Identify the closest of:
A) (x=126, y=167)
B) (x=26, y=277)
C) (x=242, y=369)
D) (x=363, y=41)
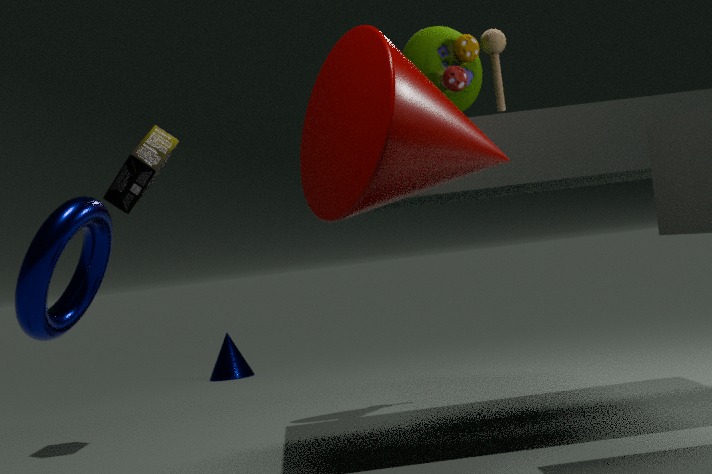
(x=26, y=277)
